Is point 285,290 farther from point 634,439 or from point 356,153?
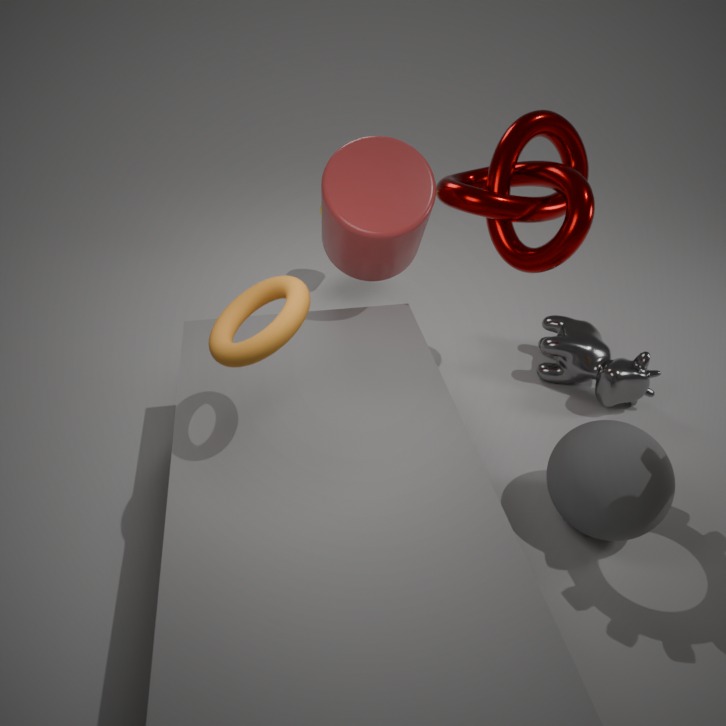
point 634,439
